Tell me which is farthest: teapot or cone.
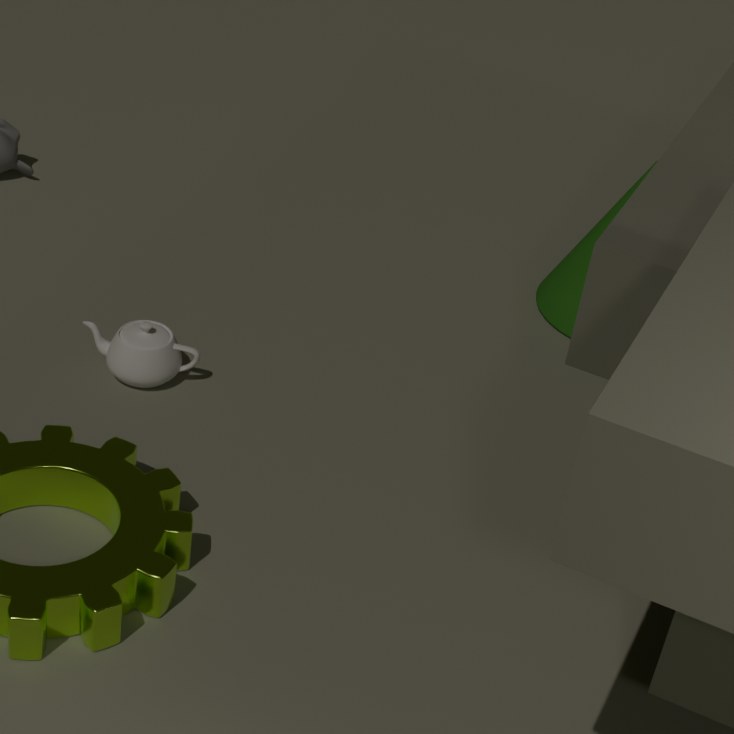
cone
